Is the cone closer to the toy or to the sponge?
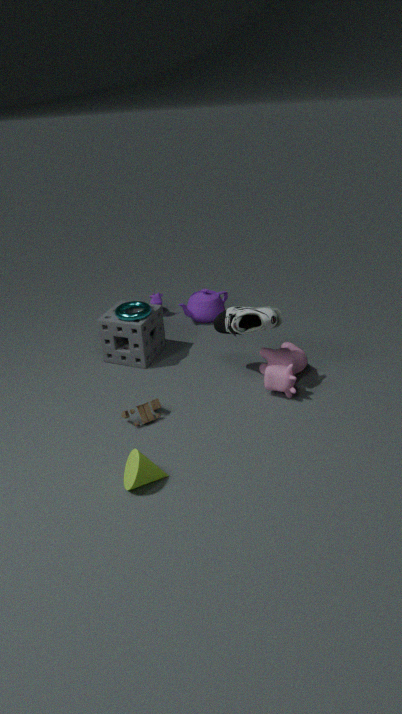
the toy
